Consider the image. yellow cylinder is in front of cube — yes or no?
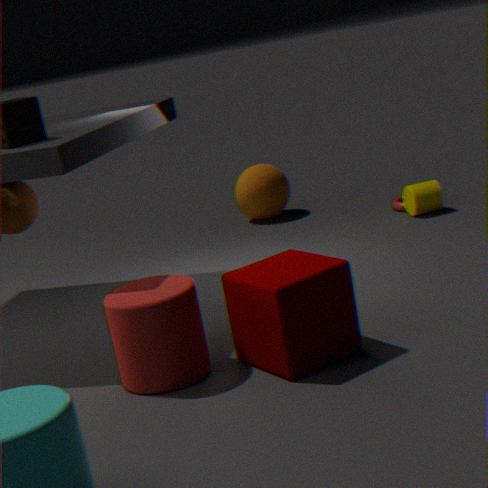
No
